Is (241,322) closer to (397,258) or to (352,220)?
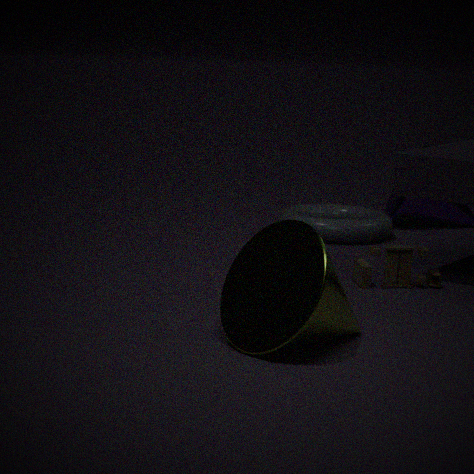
(397,258)
